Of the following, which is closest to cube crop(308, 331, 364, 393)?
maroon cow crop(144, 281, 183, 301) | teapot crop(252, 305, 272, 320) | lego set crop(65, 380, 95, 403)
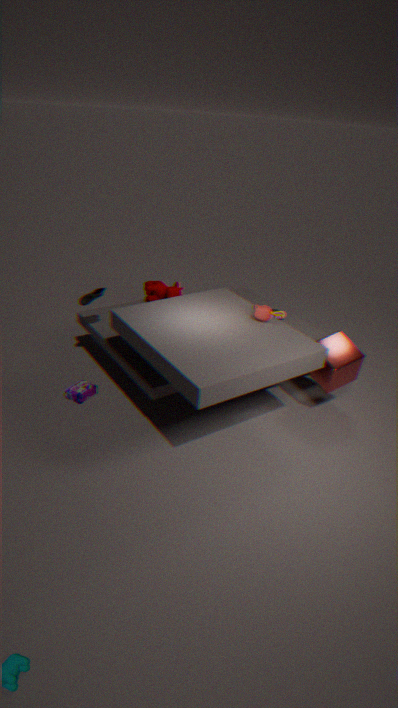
teapot crop(252, 305, 272, 320)
